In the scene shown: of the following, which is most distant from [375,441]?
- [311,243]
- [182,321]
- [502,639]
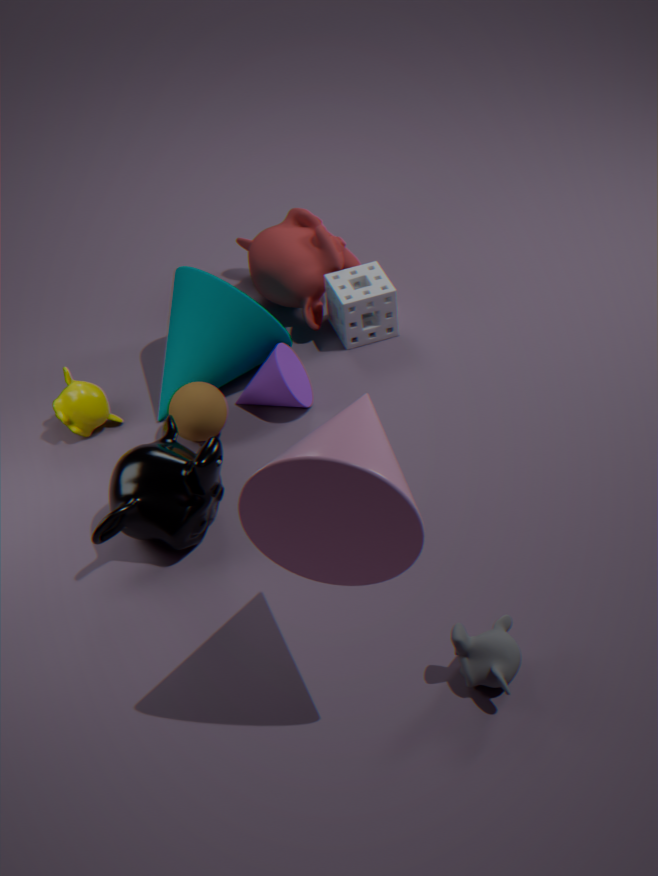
[311,243]
